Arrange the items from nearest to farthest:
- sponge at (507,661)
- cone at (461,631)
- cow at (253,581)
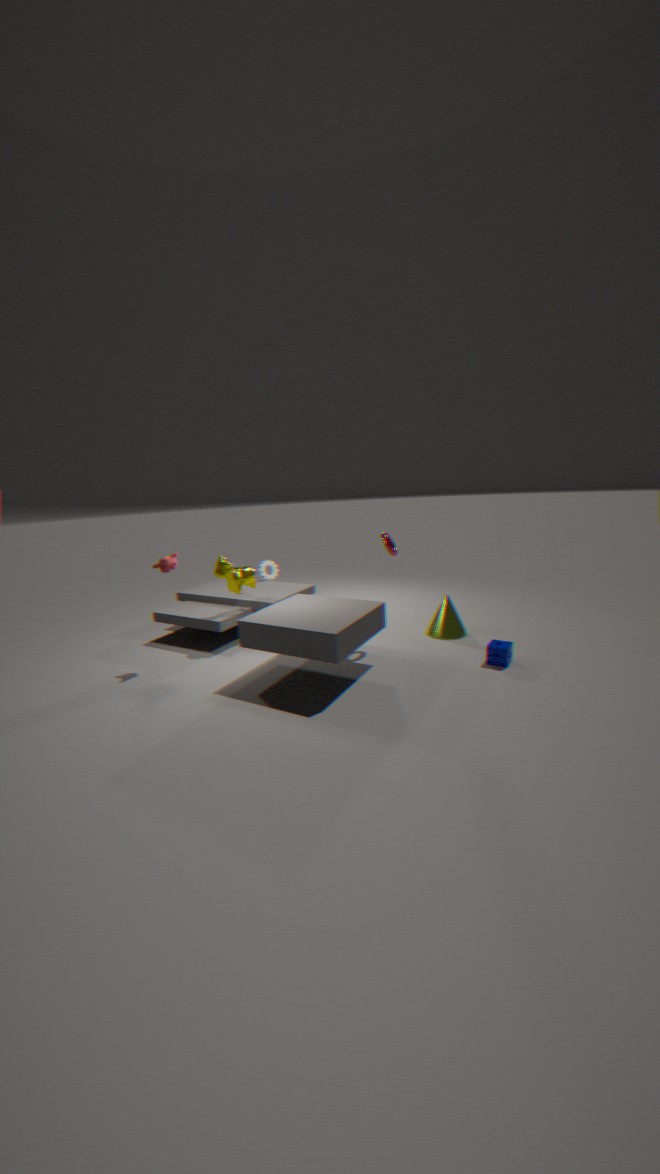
sponge at (507,661) → cow at (253,581) → cone at (461,631)
